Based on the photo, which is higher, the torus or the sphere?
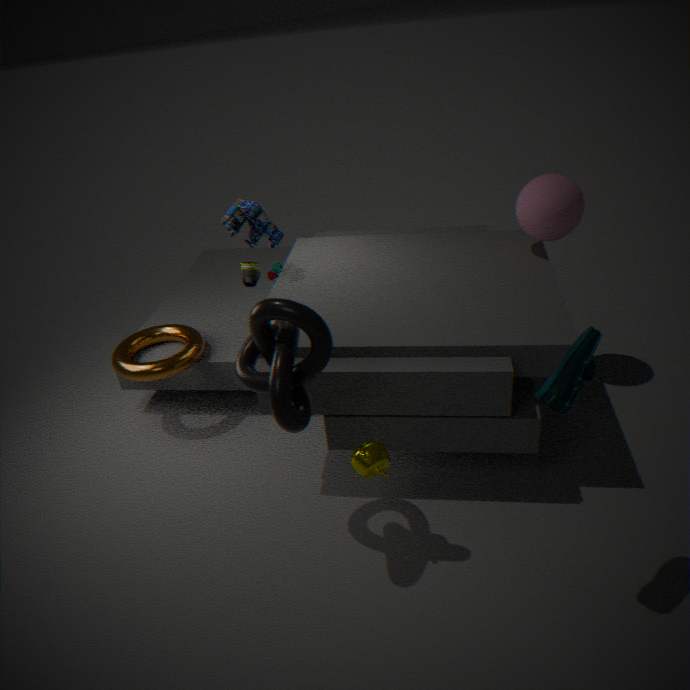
the sphere
